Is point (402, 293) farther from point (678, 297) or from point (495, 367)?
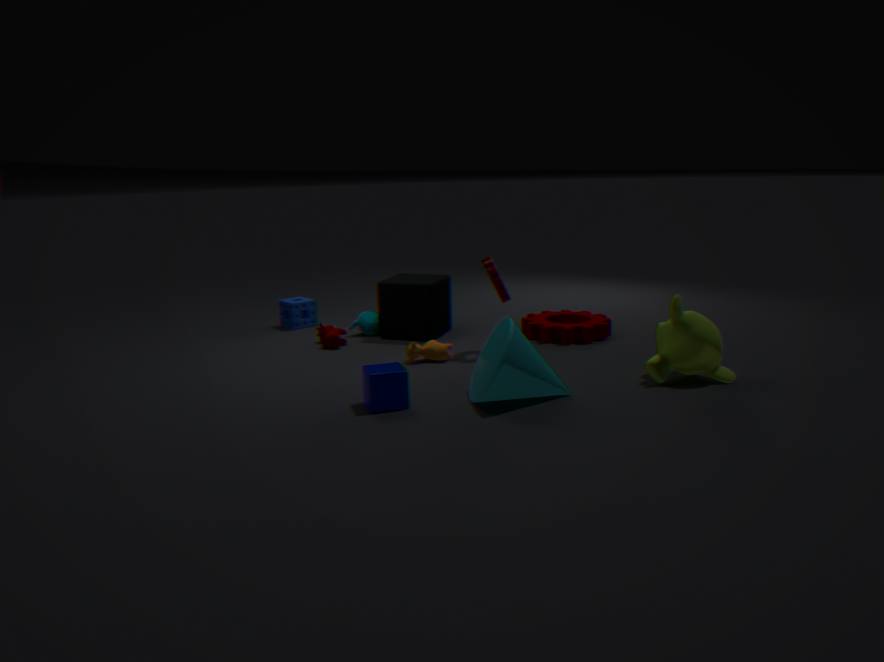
point (678, 297)
